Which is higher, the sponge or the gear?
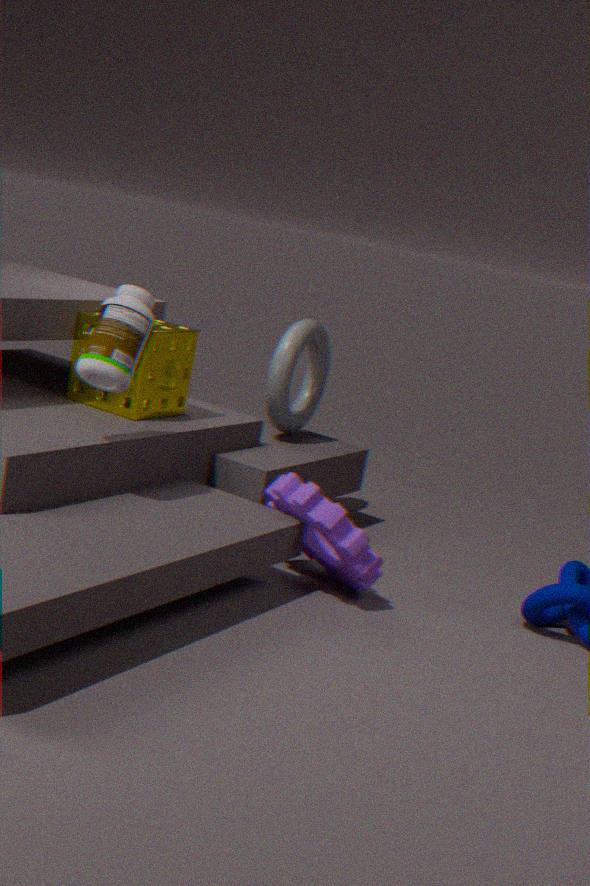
the sponge
